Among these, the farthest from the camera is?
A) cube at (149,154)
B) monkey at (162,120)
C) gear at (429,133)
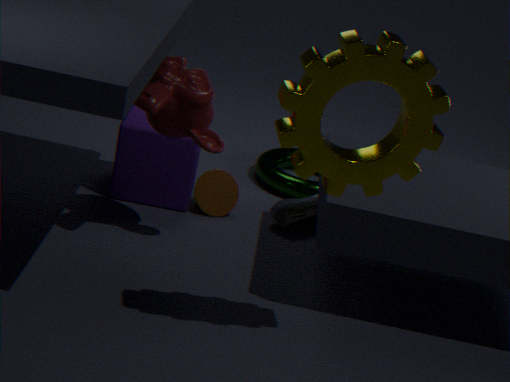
cube at (149,154)
